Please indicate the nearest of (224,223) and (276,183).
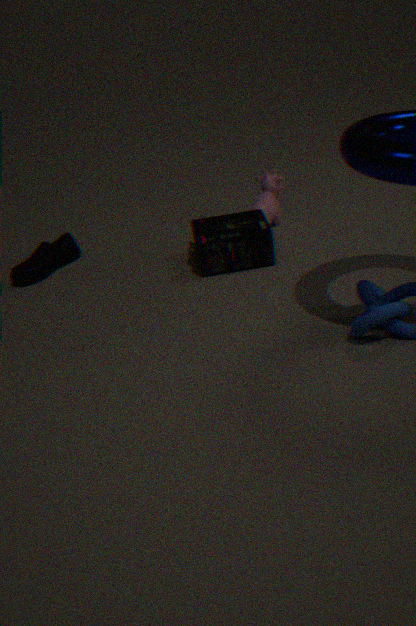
(224,223)
